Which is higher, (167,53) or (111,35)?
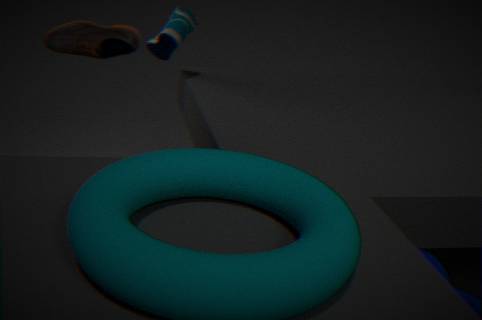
(111,35)
